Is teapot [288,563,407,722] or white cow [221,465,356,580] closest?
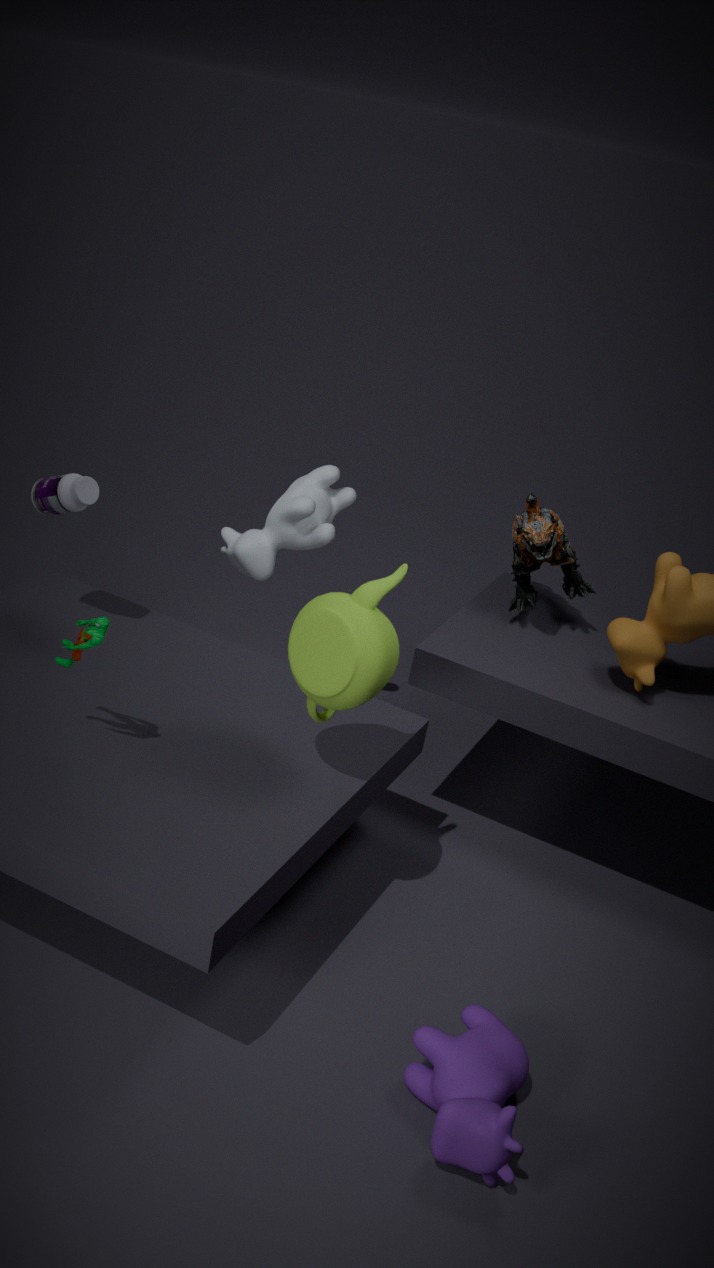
teapot [288,563,407,722]
